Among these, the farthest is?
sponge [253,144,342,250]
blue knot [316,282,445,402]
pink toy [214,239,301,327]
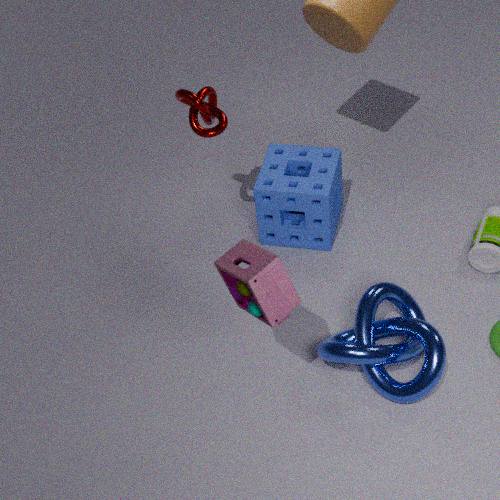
sponge [253,144,342,250]
